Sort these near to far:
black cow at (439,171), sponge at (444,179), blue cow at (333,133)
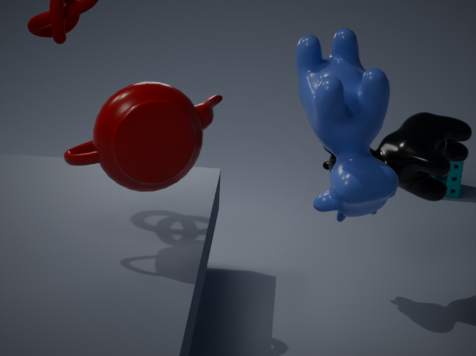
blue cow at (333,133) → black cow at (439,171) → sponge at (444,179)
